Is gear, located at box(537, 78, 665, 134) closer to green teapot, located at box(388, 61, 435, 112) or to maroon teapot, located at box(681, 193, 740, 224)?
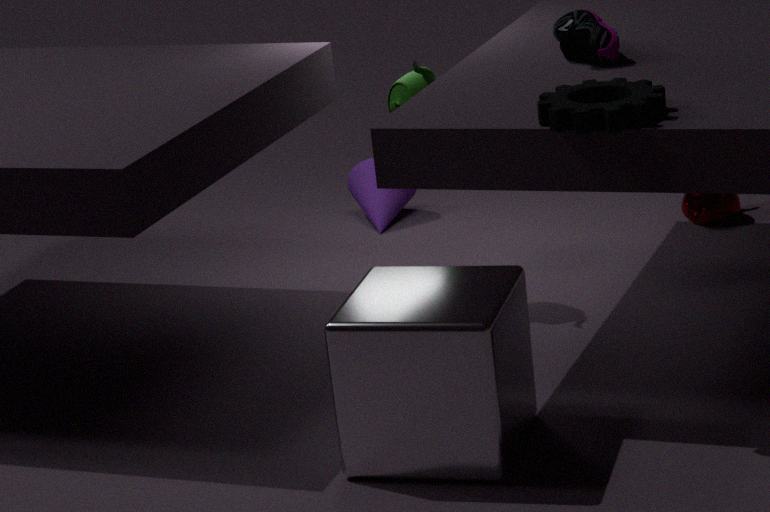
green teapot, located at box(388, 61, 435, 112)
